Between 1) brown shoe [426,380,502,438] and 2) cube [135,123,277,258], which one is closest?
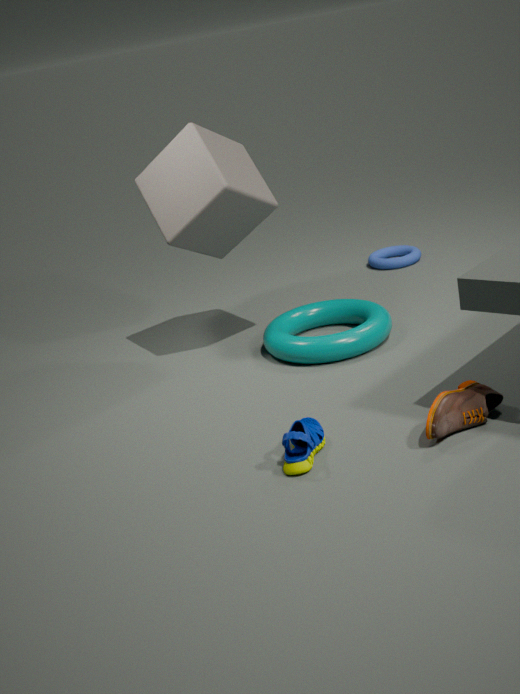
1. brown shoe [426,380,502,438]
